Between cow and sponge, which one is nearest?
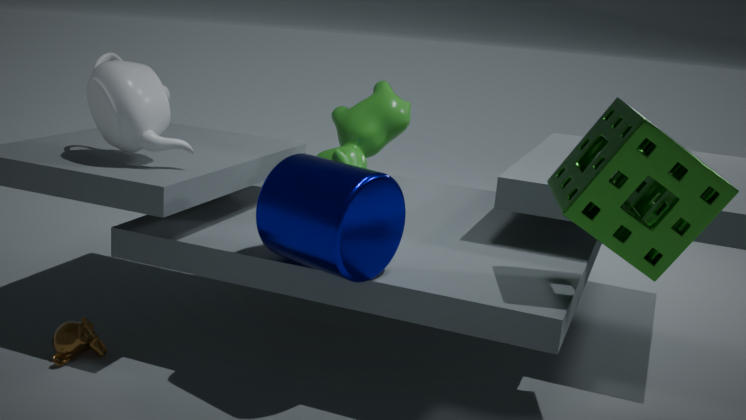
sponge
